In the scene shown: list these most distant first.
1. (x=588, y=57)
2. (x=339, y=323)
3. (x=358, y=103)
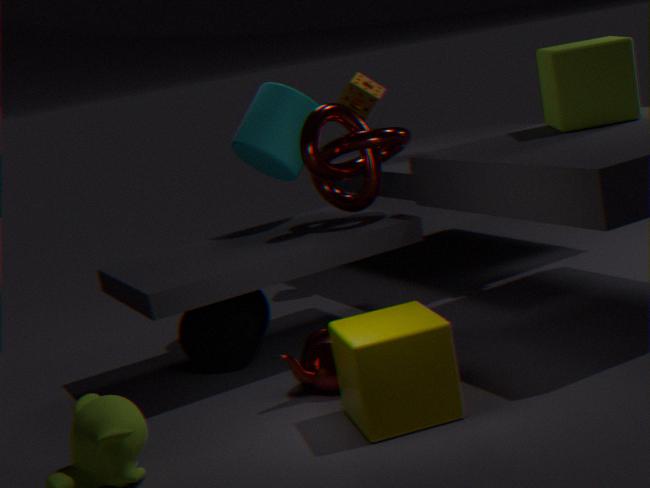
(x=358, y=103) → (x=588, y=57) → (x=339, y=323)
